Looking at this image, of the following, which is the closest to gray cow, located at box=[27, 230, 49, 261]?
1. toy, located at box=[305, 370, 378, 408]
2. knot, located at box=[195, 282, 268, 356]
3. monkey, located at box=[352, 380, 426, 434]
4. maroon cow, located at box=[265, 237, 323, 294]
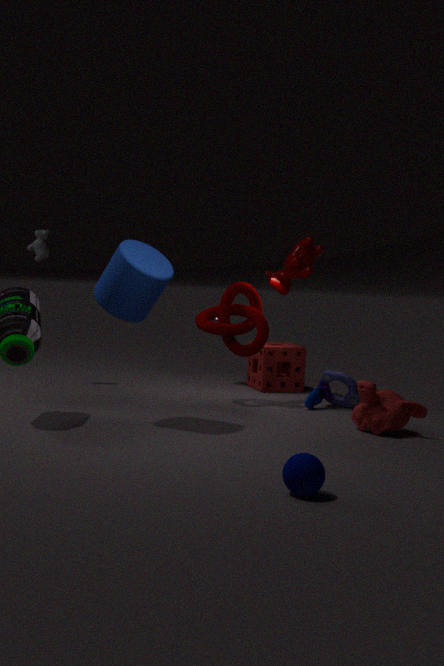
knot, located at box=[195, 282, 268, 356]
